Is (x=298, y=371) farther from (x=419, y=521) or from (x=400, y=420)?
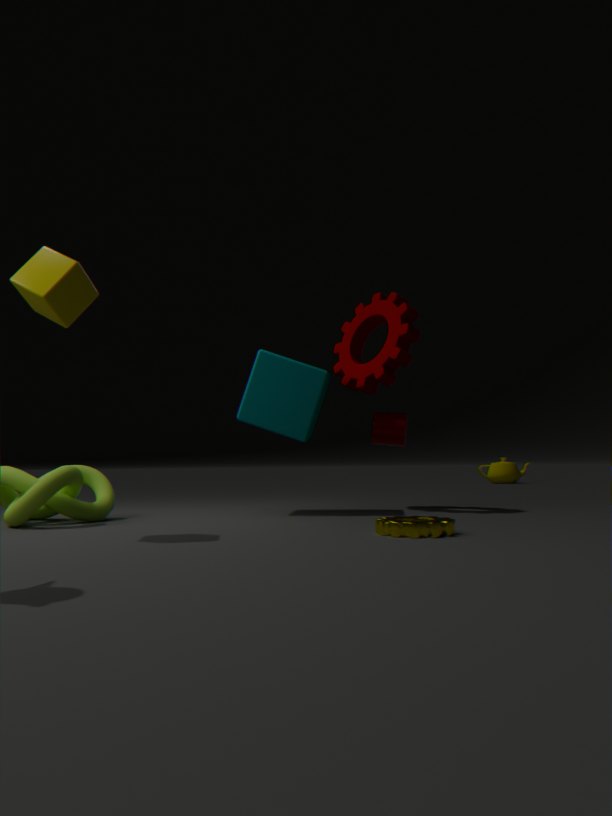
(x=419, y=521)
